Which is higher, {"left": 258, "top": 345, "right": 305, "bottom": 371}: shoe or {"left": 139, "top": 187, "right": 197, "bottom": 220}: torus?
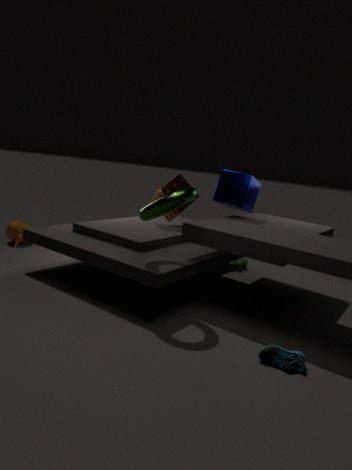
{"left": 139, "top": 187, "right": 197, "bottom": 220}: torus
